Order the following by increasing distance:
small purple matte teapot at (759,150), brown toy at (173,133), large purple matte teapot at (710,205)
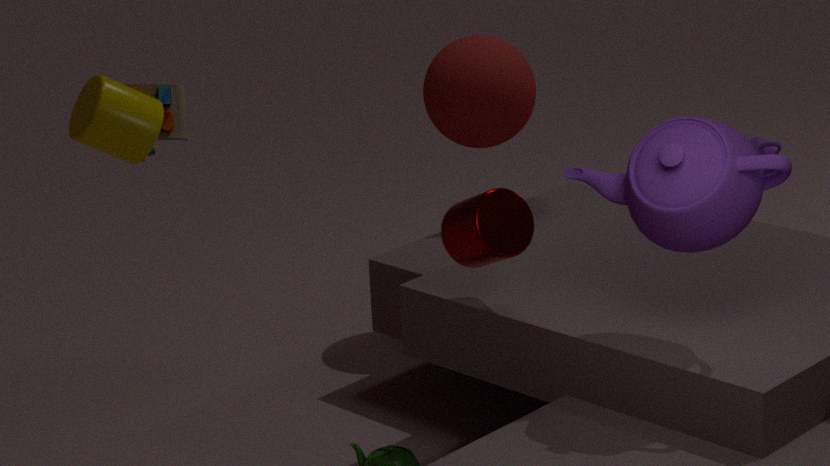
large purple matte teapot at (710,205)
brown toy at (173,133)
small purple matte teapot at (759,150)
